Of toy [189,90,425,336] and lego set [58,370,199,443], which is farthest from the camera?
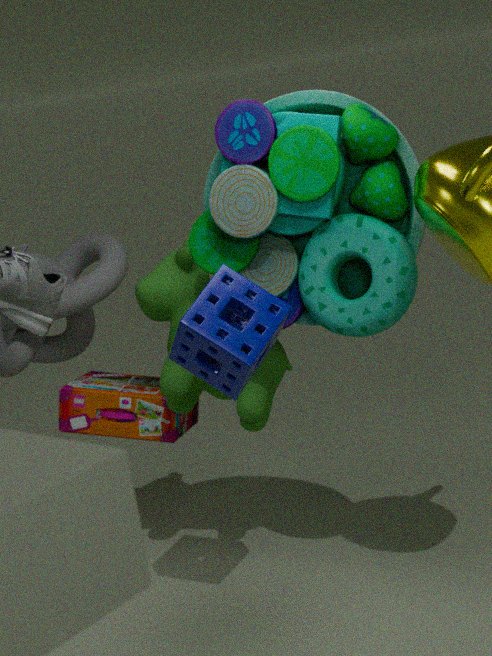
lego set [58,370,199,443]
